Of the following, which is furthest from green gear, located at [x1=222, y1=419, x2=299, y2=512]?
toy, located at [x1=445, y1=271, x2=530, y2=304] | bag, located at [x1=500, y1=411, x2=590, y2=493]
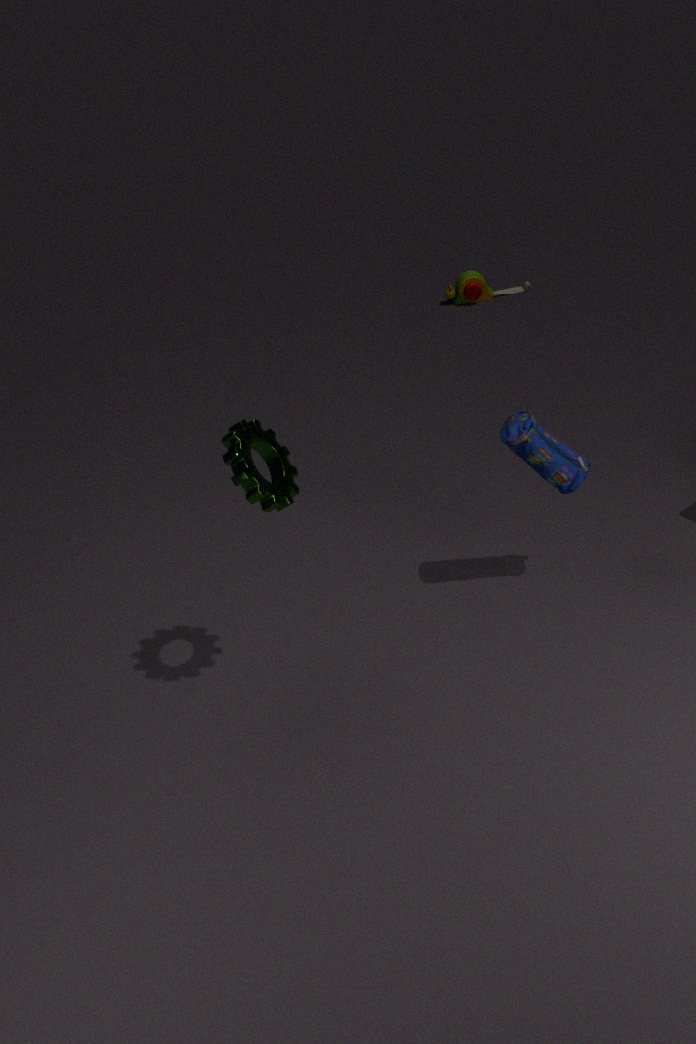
toy, located at [x1=445, y1=271, x2=530, y2=304]
